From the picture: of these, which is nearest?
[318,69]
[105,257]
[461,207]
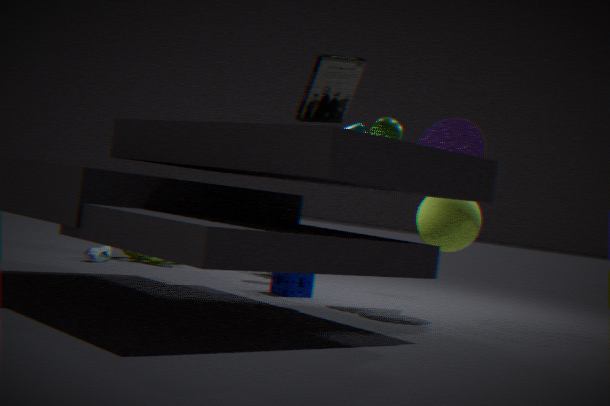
[318,69]
